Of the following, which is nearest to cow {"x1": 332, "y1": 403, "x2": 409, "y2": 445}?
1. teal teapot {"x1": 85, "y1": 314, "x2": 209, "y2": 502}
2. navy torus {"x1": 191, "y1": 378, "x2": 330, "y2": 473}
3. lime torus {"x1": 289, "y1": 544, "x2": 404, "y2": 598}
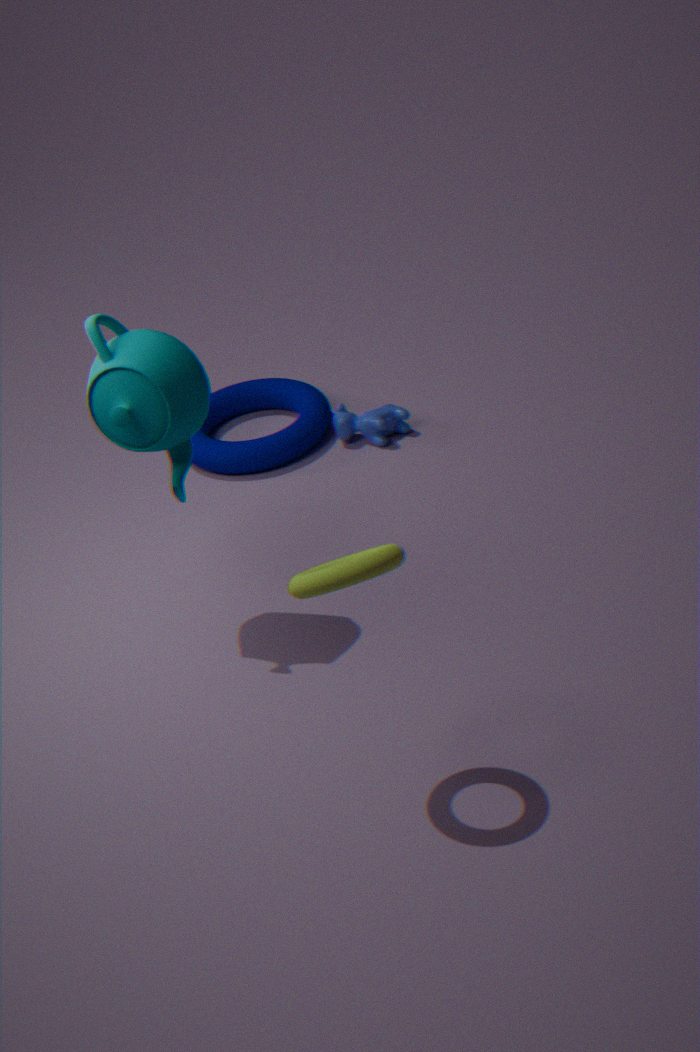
navy torus {"x1": 191, "y1": 378, "x2": 330, "y2": 473}
